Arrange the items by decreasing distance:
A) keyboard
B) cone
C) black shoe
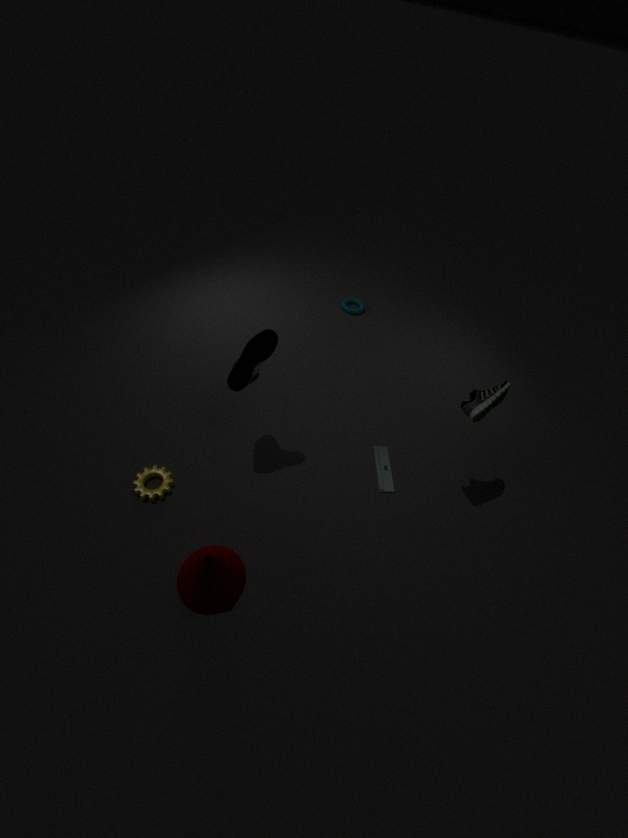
keyboard
black shoe
cone
